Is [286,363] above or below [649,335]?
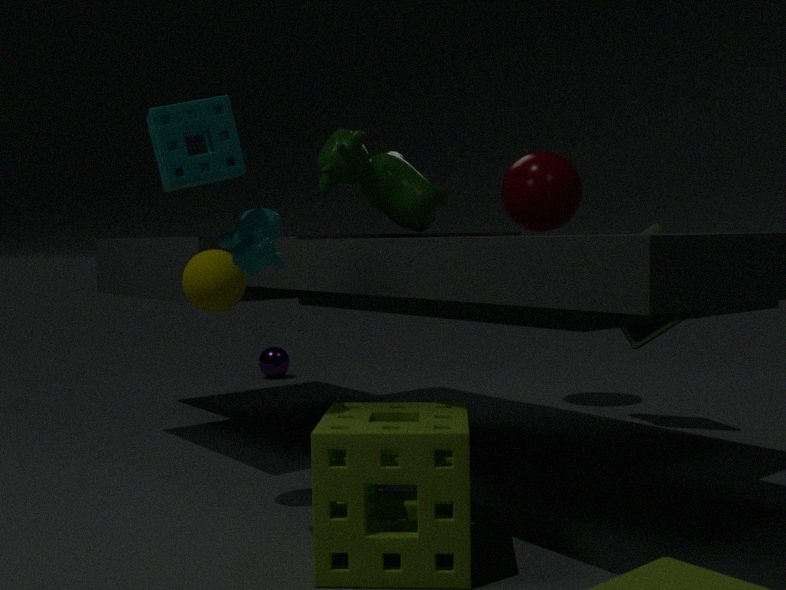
below
